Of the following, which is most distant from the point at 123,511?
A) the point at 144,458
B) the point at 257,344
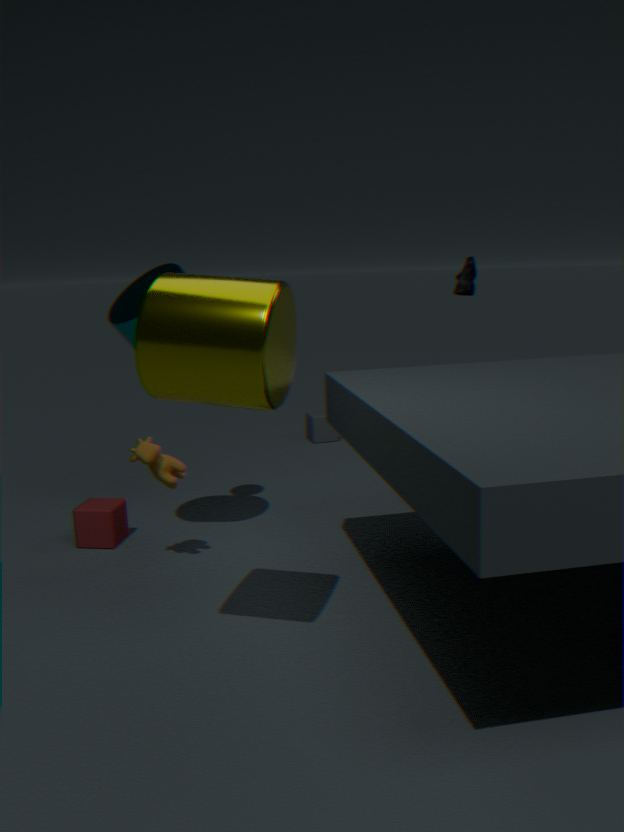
→ the point at 257,344
